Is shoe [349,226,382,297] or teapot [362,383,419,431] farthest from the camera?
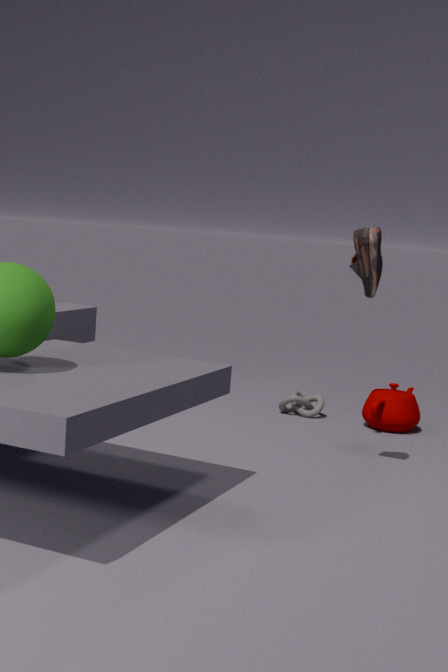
teapot [362,383,419,431]
